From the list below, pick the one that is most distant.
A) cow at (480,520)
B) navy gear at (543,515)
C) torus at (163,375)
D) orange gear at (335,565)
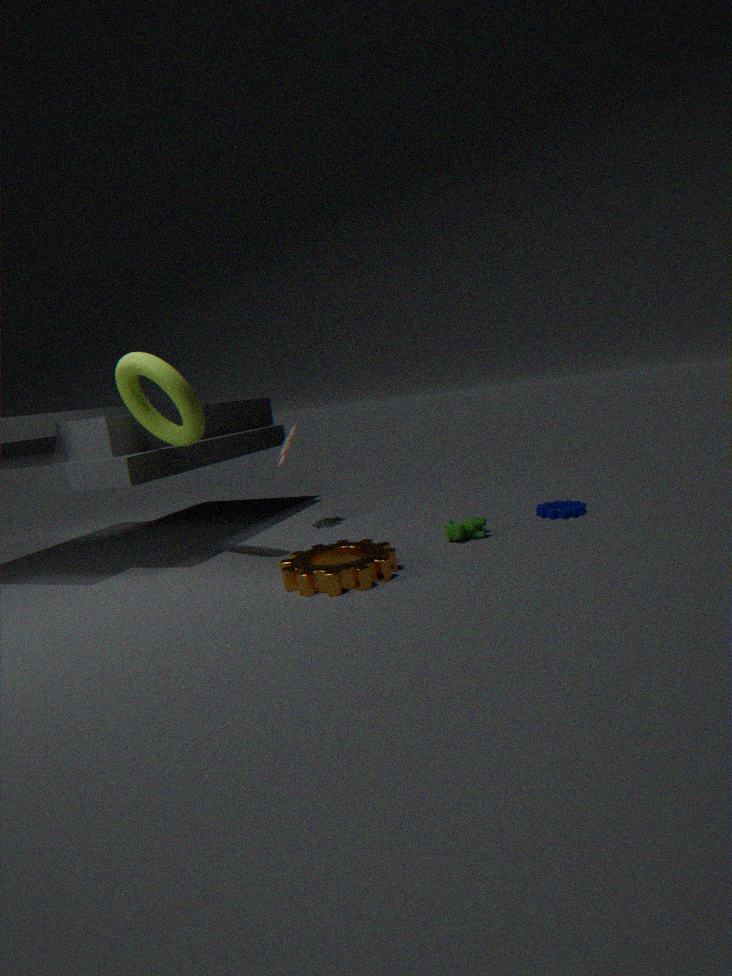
navy gear at (543,515)
